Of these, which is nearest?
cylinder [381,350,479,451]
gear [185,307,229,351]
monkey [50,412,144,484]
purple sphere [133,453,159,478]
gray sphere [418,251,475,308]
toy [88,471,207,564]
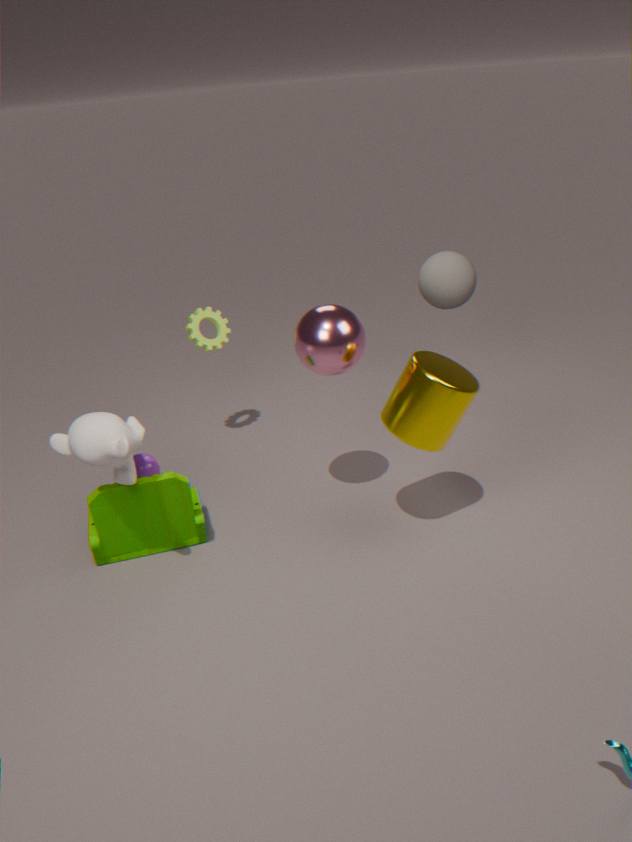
monkey [50,412,144,484]
